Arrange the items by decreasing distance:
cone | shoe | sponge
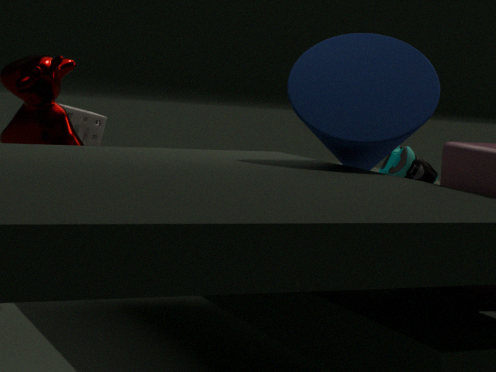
sponge → shoe → cone
